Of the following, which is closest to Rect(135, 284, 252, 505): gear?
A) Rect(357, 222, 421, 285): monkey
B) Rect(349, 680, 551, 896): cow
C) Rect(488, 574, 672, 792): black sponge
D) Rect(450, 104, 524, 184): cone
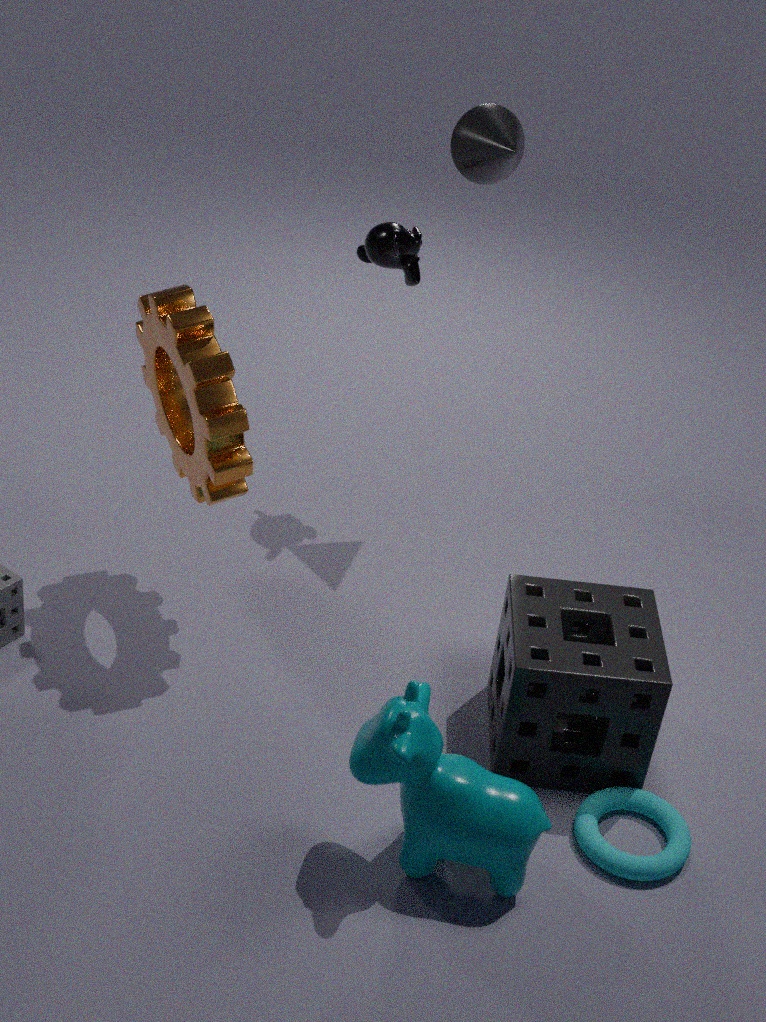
Rect(357, 222, 421, 285): monkey
